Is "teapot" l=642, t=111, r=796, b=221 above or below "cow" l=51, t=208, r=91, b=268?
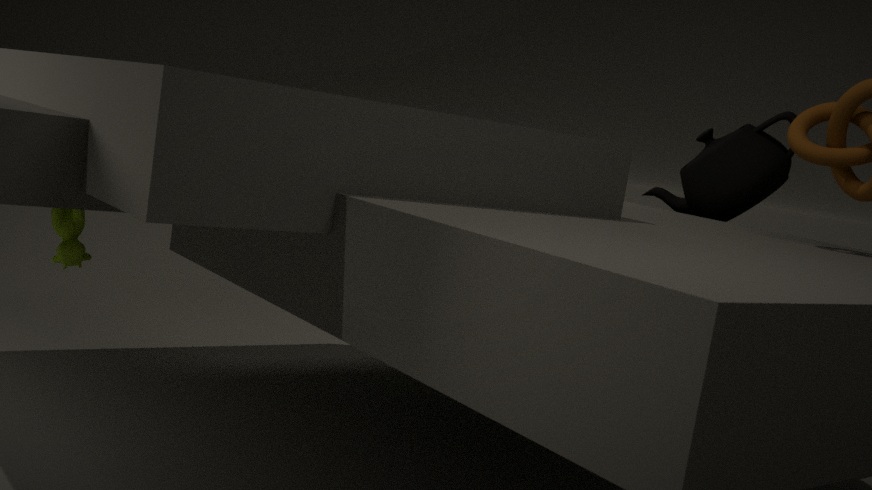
above
